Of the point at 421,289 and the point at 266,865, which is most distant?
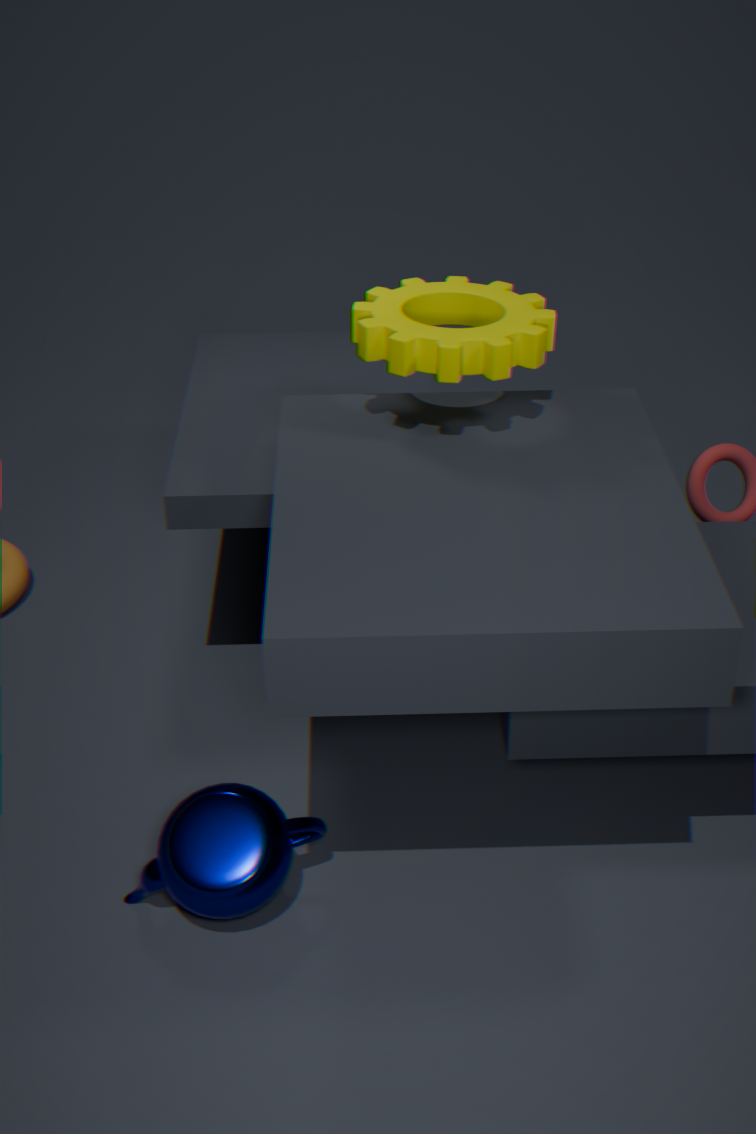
the point at 421,289
